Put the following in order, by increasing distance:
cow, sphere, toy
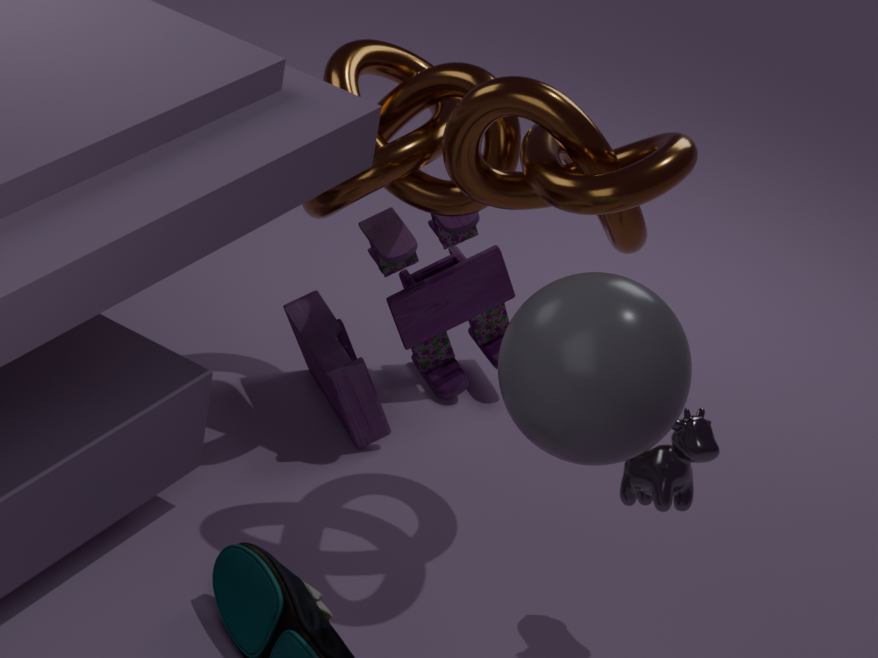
sphere → cow → toy
